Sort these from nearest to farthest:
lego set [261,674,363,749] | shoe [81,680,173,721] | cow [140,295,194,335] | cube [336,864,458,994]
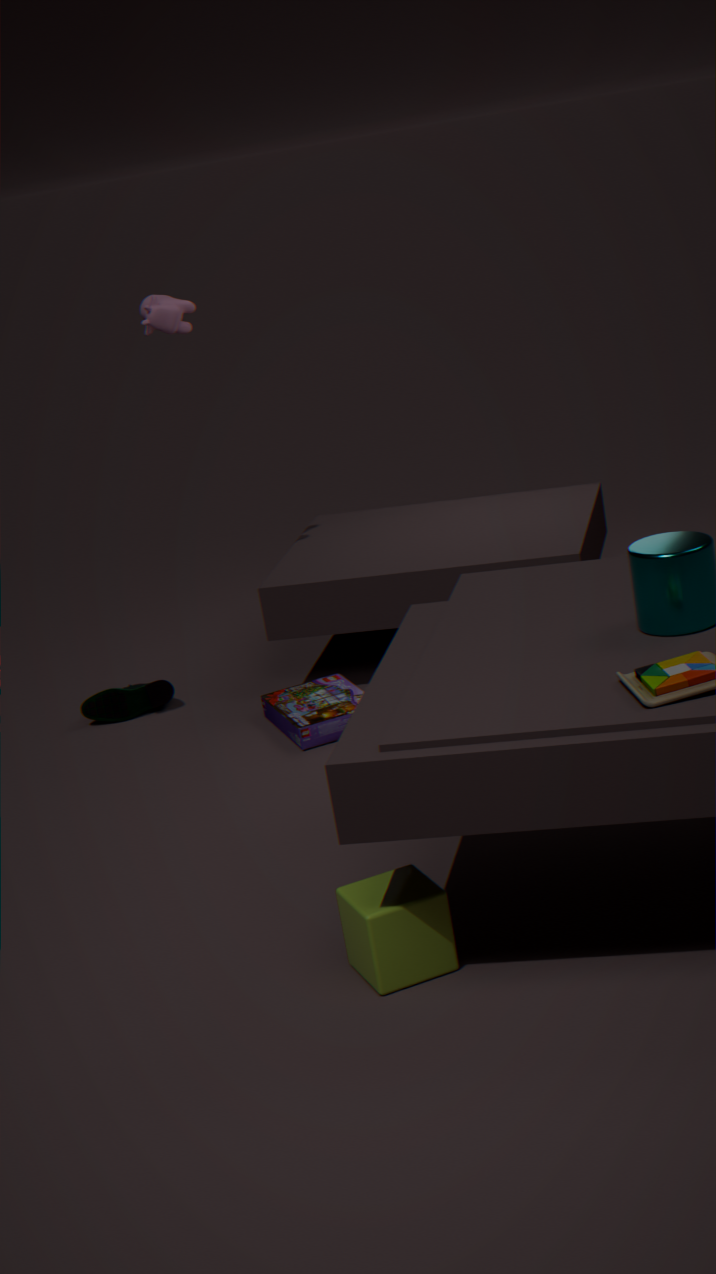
cube [336,864,458,994] → lego set [261,674,363,749] → cow [140,295,194,335] → shoe [81,680,173,721]
